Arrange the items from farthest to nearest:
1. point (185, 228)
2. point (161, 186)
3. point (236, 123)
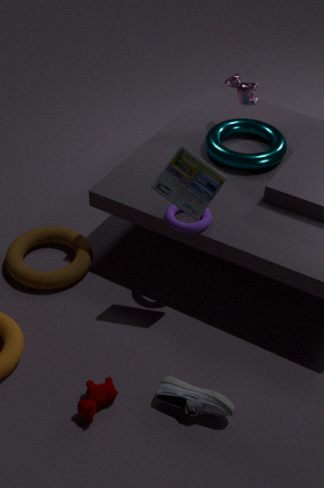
point (236, 123), point (185, 228), point (161, 186)
